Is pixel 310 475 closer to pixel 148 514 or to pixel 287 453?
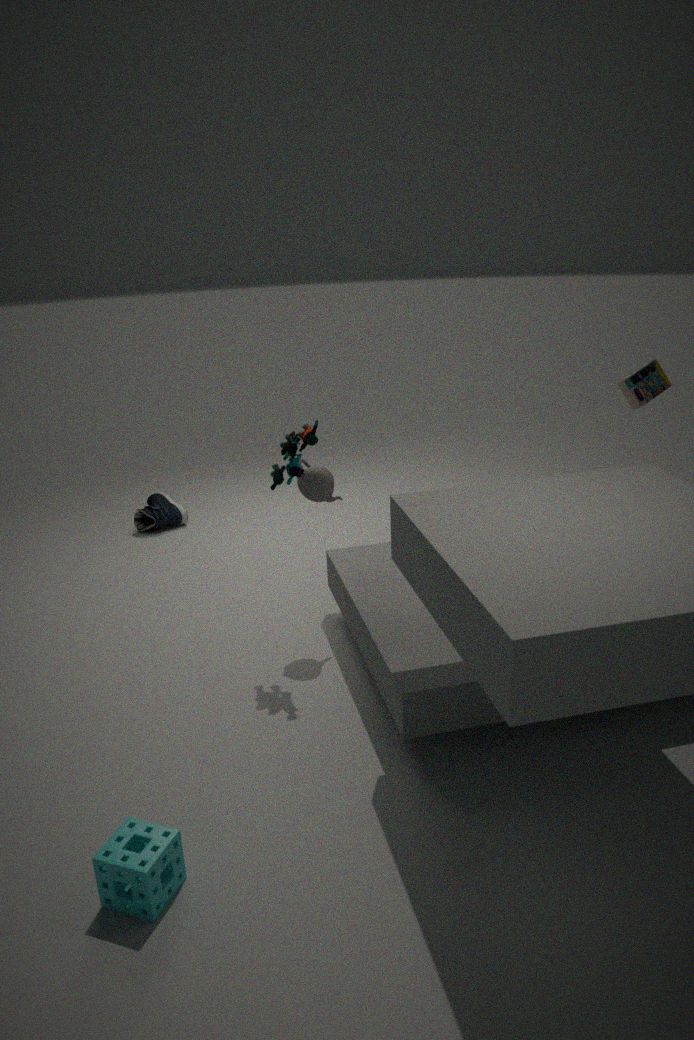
pixel 287 453
